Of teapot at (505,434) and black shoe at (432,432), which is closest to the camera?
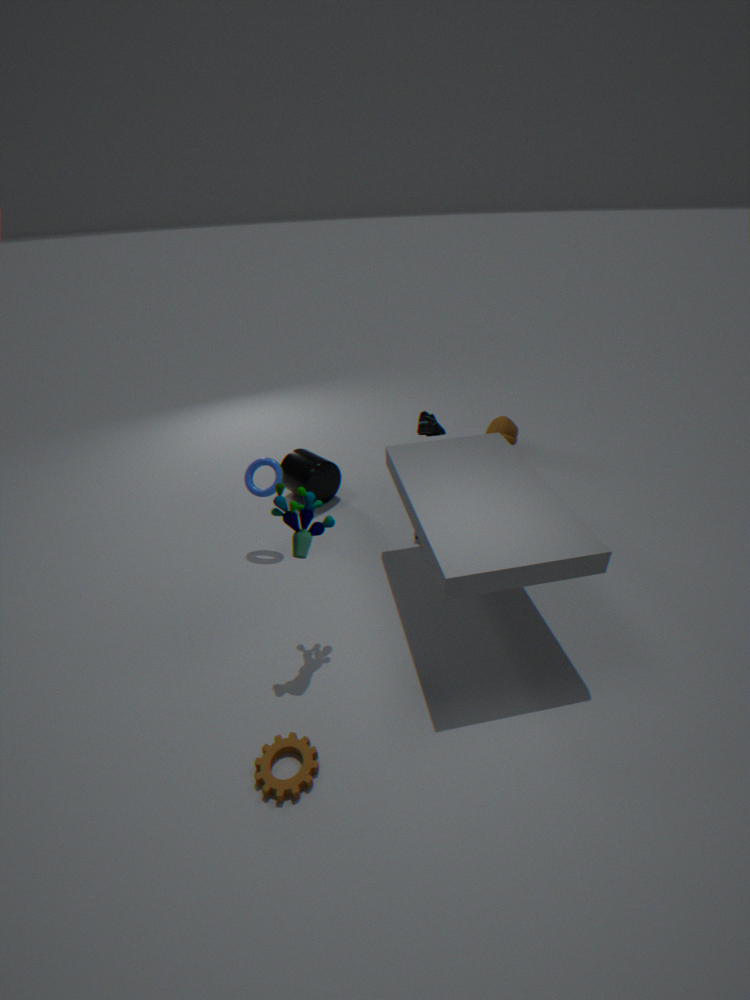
black shoe at (432,432)
